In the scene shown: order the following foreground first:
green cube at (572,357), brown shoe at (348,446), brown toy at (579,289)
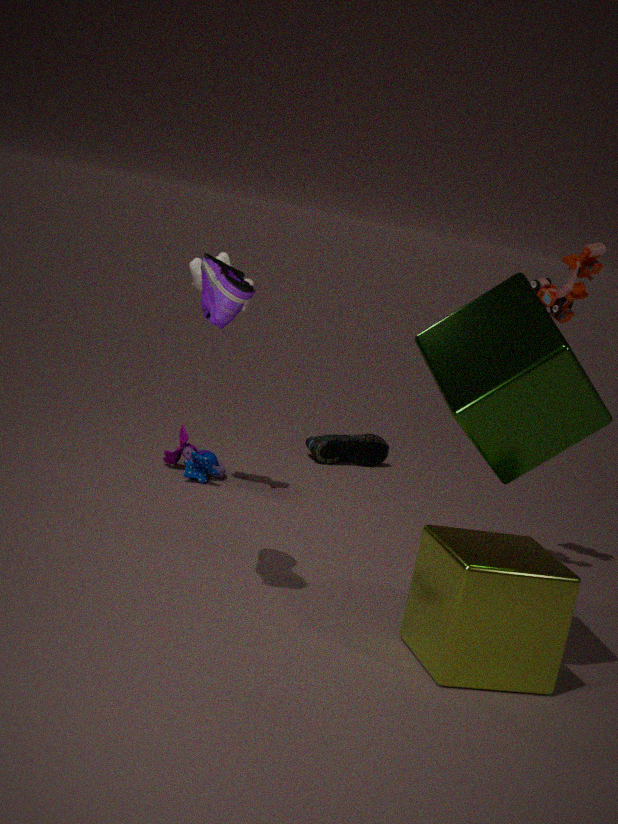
1. green cube at (572,357)
2. brown toy at (579,289)
3. brown shoe at (348,446)
